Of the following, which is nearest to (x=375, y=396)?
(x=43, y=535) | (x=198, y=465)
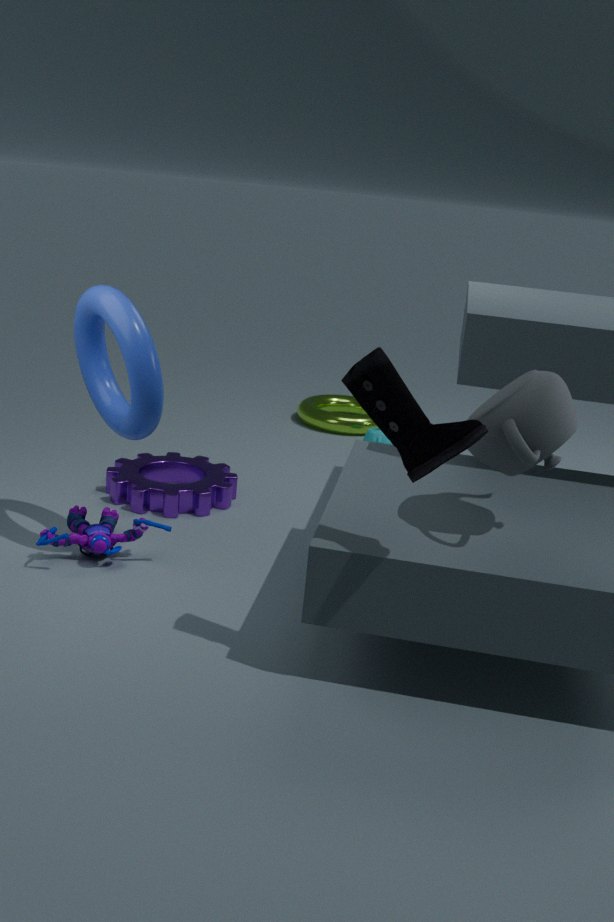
(x=43, y=535)
